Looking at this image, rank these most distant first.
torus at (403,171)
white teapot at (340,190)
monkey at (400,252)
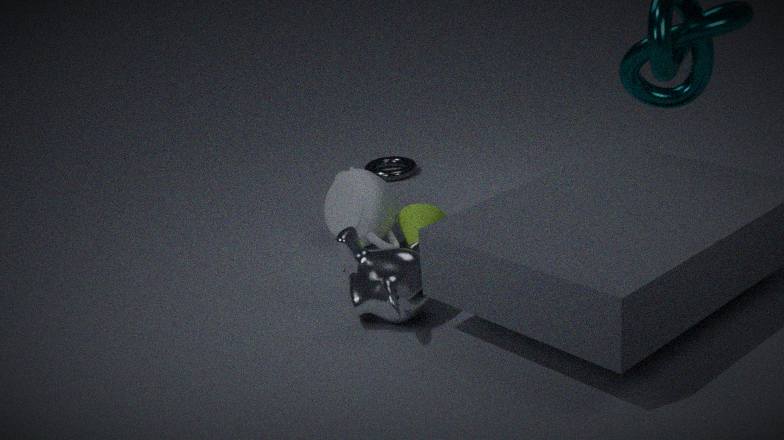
torus at (403,171), white teapot at (340,190), monkey at (400,252)
